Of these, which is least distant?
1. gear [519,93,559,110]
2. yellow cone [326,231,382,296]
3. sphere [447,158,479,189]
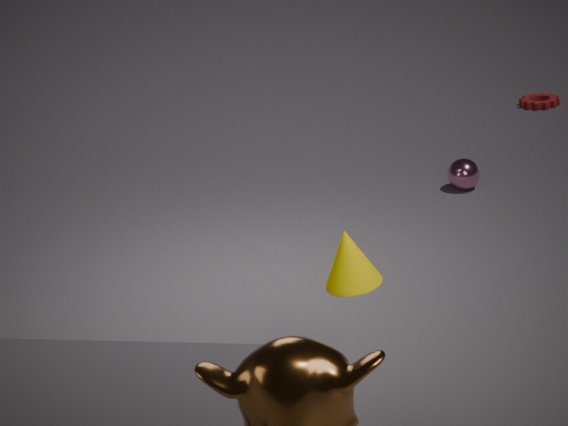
yellow cone [326,231,382,296]
